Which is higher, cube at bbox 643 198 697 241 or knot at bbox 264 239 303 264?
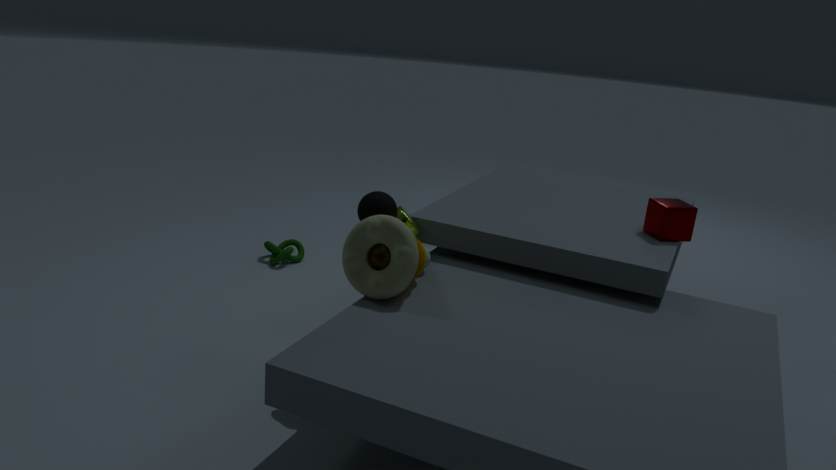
cube at bbox 643 198 697 241
